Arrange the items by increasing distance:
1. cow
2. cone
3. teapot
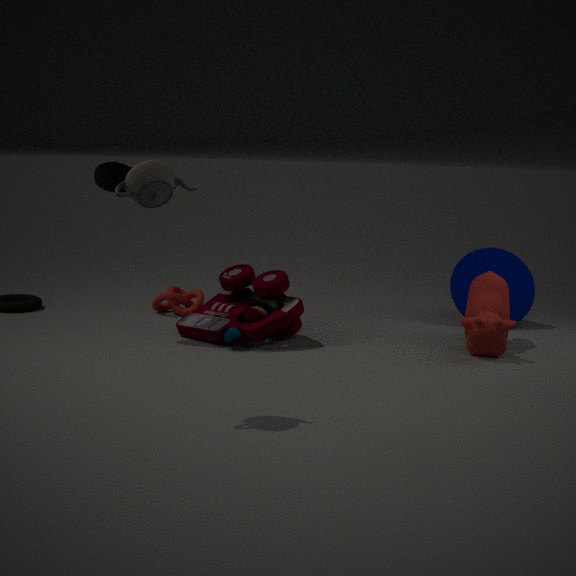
teapot → cow → cone
